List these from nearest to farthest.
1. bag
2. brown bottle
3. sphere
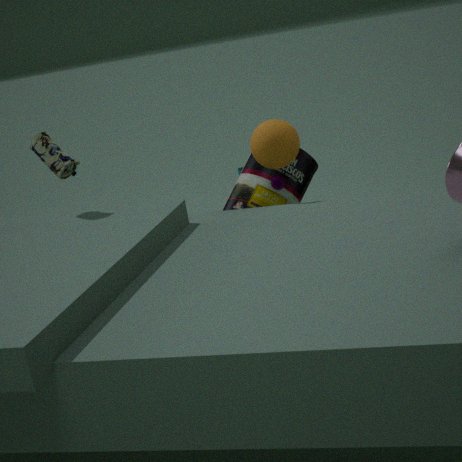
bag, sphere, brown bottle
